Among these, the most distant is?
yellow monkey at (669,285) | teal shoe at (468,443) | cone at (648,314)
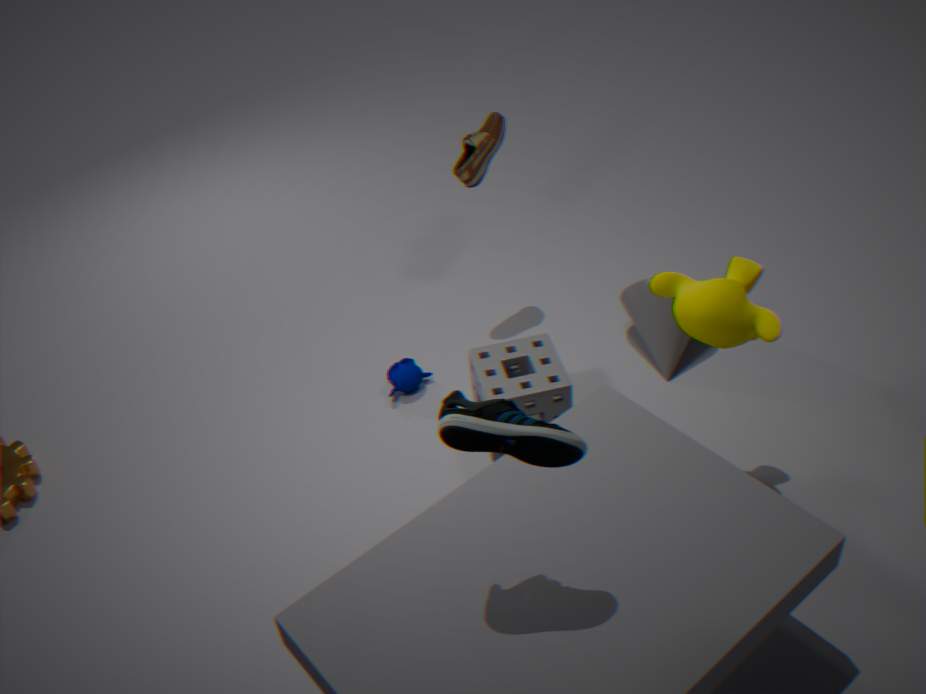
cone at (648,314)
